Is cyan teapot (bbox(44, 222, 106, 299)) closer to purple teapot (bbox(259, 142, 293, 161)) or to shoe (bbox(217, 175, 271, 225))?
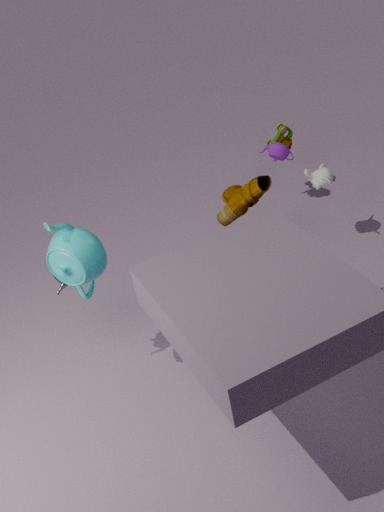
shoe (bbox(217, 175, 271, 225))
